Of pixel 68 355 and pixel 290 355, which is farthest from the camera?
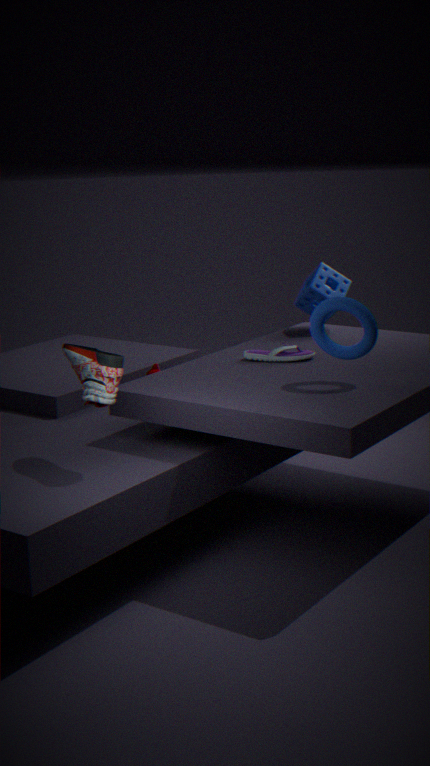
pixel 290 355
